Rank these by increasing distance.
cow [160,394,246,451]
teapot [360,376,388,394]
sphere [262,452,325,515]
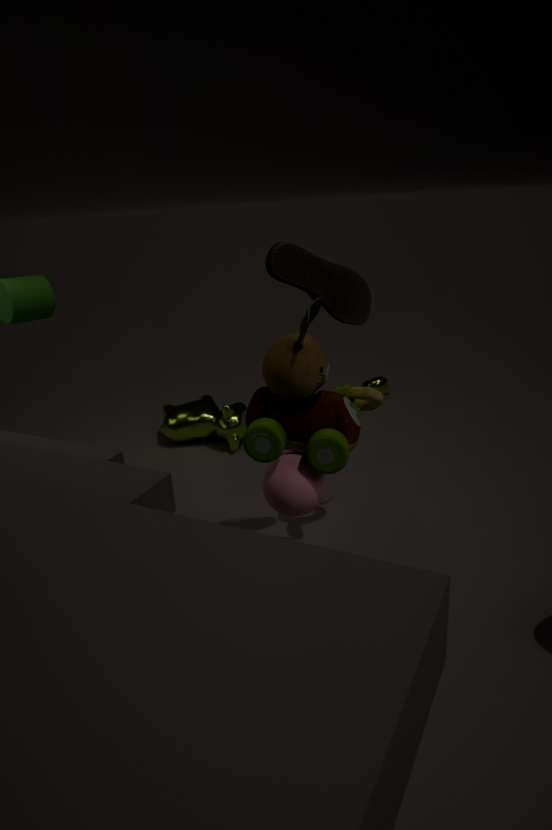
sphere [262,452,325,515] < cow [160,394,246,451] < teapot [360,376,388,394]
